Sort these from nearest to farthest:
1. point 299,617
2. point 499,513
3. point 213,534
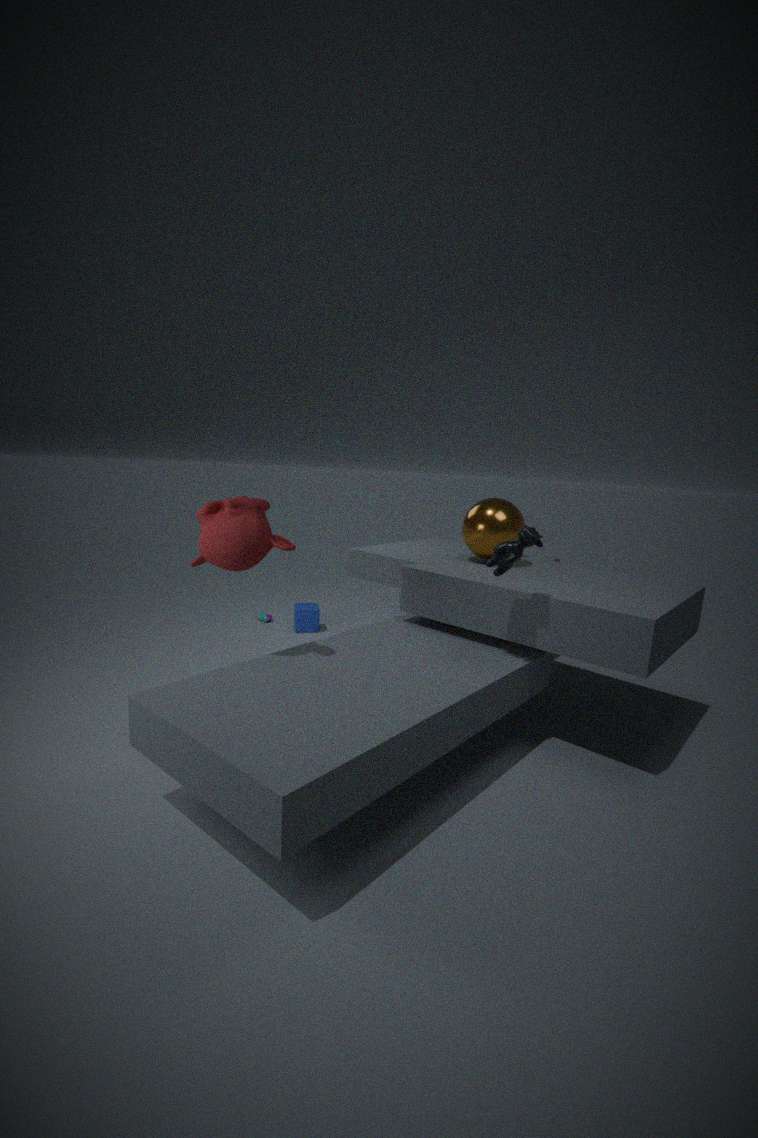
point 213,534 < point 499,513 < point 299,617
